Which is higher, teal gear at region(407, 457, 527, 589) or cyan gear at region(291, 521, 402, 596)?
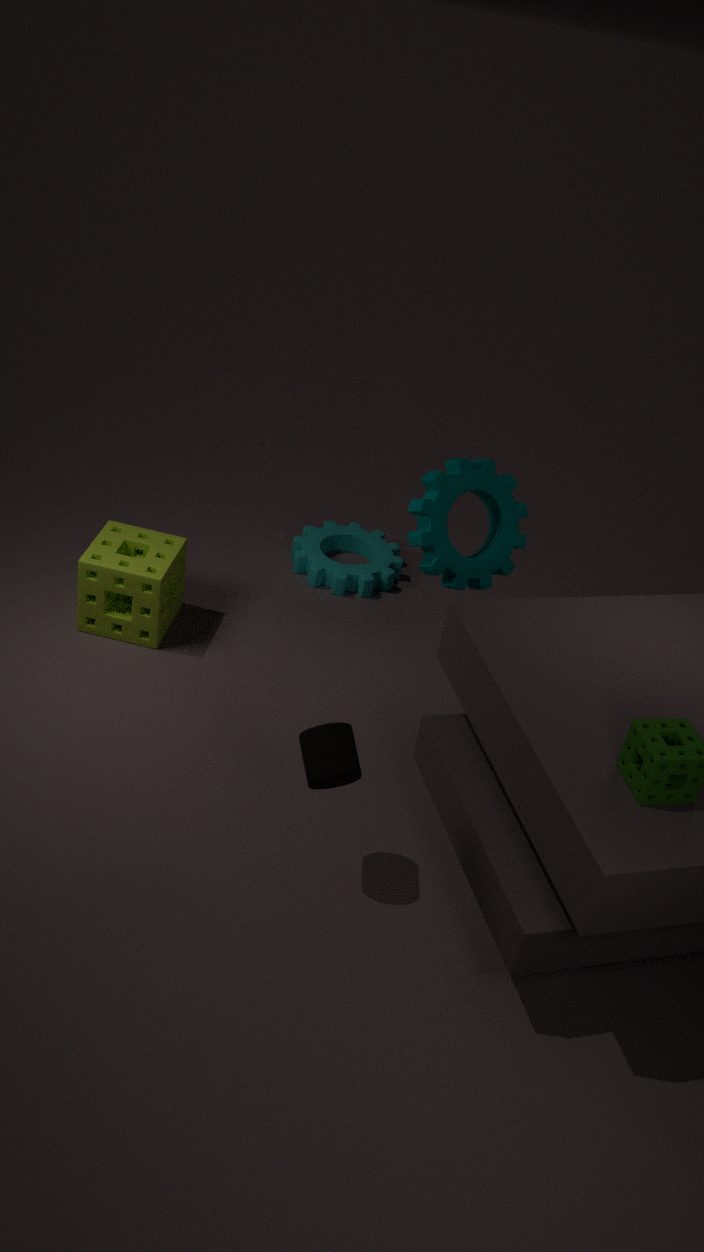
teal gear at region(407, 457, 527, 589)
